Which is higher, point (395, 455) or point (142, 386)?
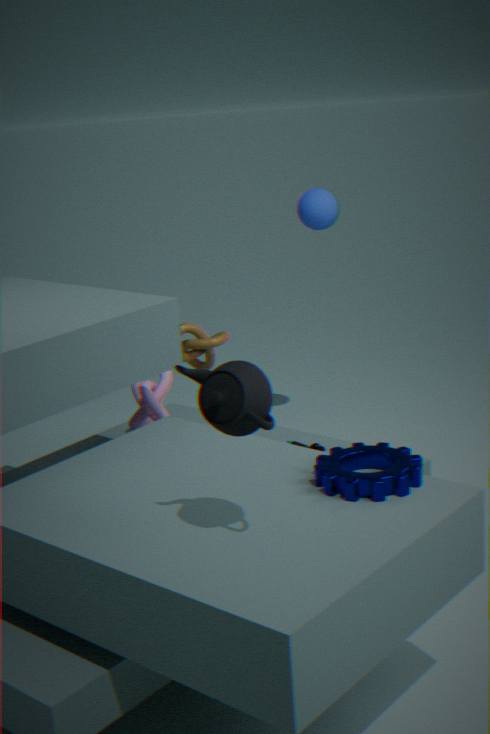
point (395, 455)
